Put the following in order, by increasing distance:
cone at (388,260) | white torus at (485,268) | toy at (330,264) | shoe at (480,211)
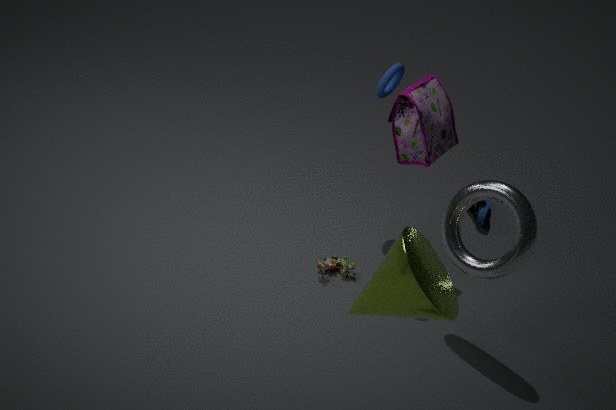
cone at (388,260), white torus at (485,268), toy at (330,264), shoe at (480,211)
